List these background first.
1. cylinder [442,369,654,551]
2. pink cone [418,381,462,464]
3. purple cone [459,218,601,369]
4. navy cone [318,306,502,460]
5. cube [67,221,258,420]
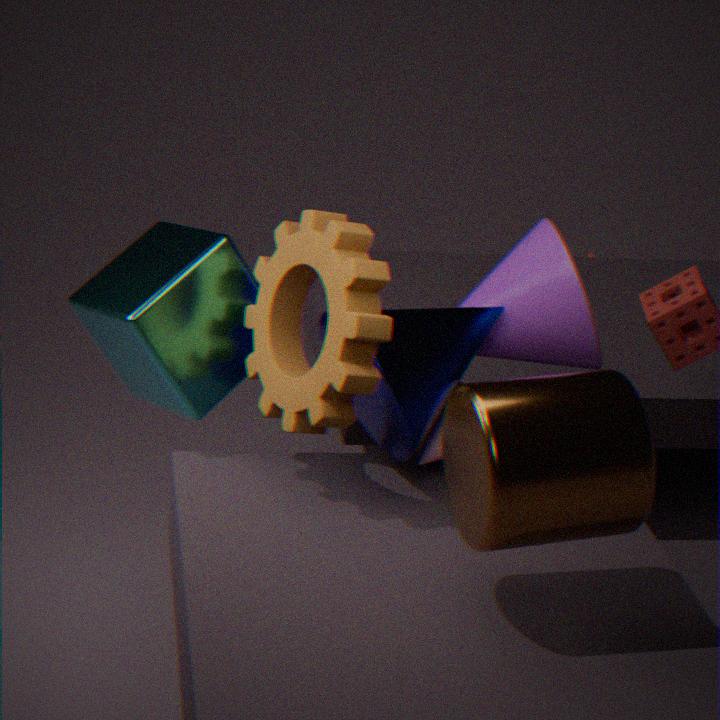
1. purple cone [459,218,601,369]
2. pink cone [418,381,462,464]
3. cube [67,221,258,420]
4. navy cone [318,306,502,460]
5. cylinder [442,369,654,551]
